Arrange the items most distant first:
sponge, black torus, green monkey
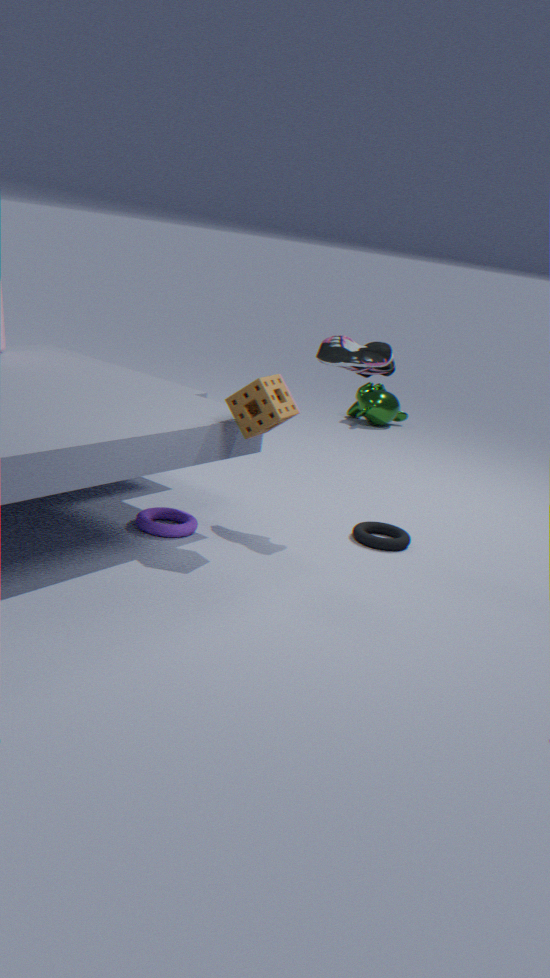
1. green monkey
2. black torus
3. sponge
